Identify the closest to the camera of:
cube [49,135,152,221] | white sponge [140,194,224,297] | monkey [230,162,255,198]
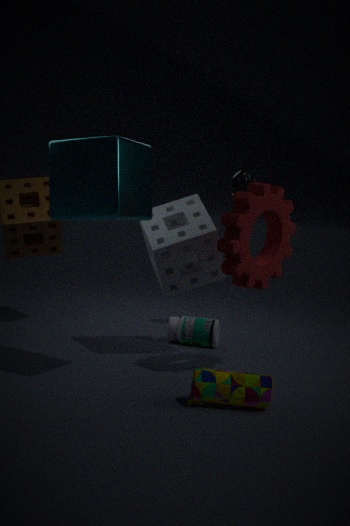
cube [49,135,152,221]
